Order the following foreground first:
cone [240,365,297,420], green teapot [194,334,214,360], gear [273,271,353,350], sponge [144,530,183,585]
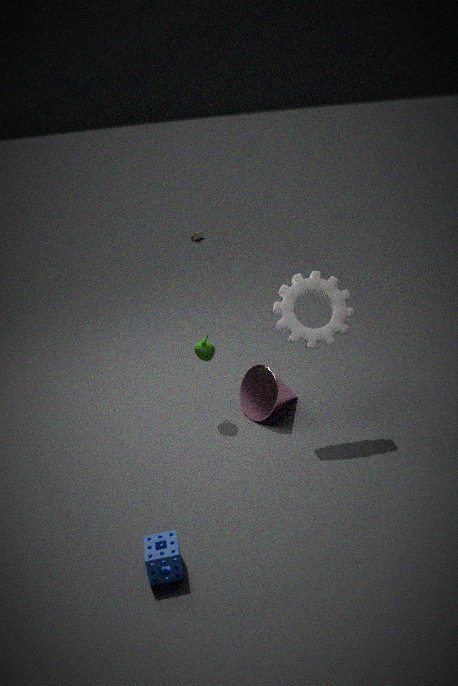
sponge [144,530,183,585]
gear [273,271,353,350]
cone [240,365,297,420]
green teapot [194,334,214,360]
